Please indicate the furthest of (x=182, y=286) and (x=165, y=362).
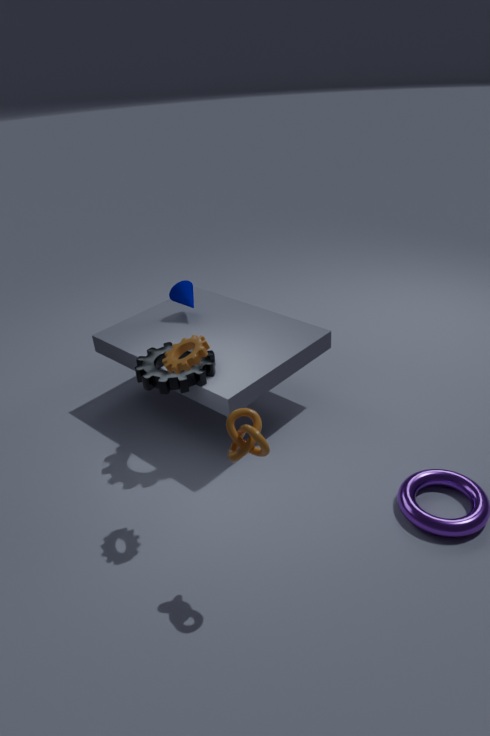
(x=182, y=286)
